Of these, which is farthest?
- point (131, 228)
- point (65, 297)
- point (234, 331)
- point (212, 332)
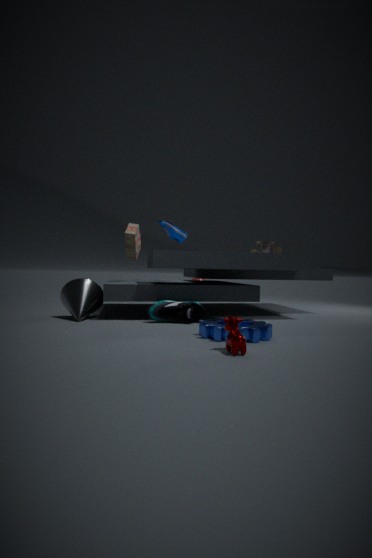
point (131, 228)
